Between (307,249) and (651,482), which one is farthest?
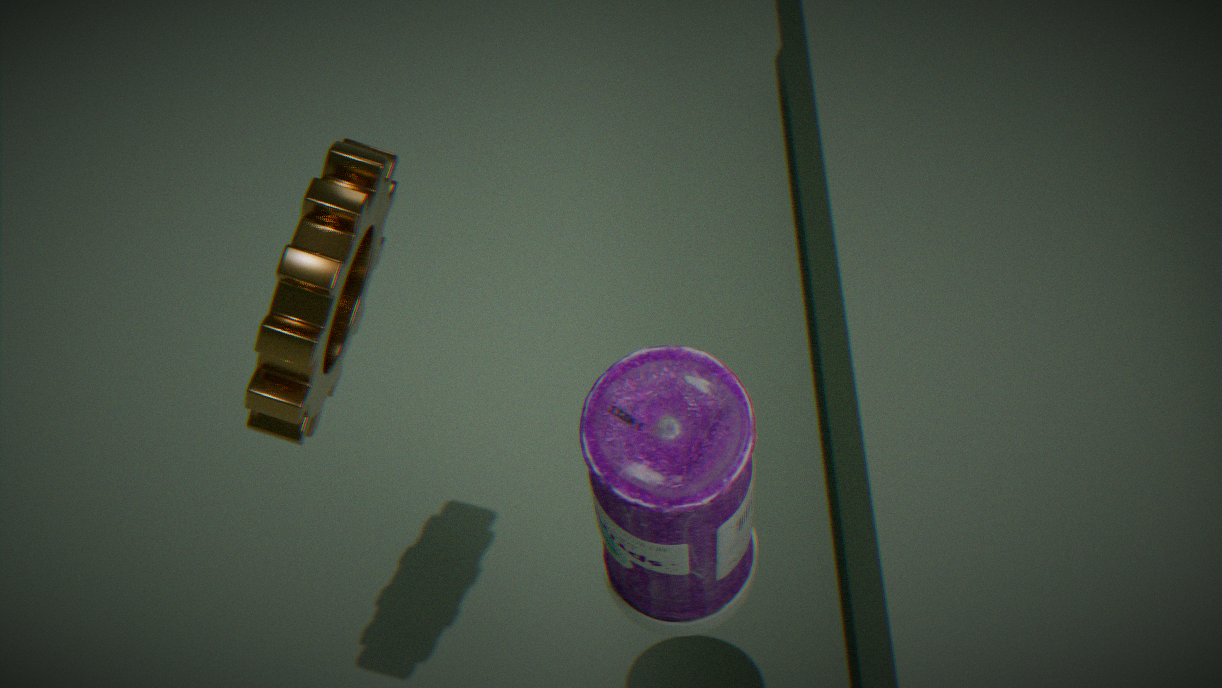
(307,249)
